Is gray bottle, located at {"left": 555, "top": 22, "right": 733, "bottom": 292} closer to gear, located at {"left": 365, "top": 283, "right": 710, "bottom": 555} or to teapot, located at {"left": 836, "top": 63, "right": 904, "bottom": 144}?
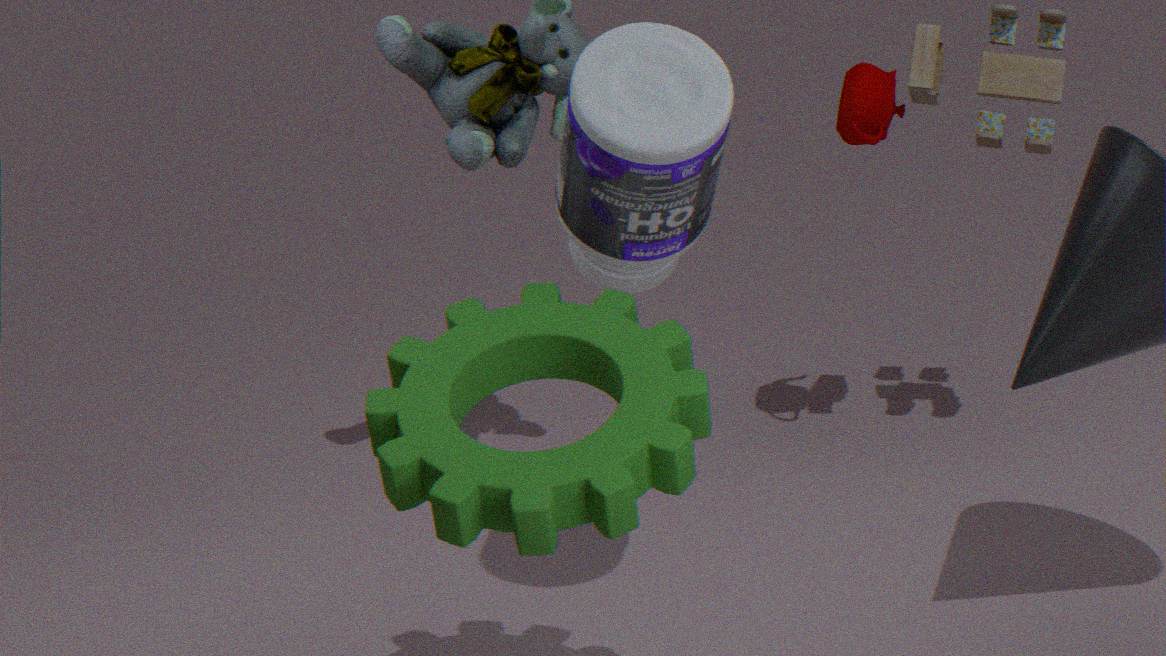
gear, located at {"left": 365, "top": 283, "right": 710, "bottom": 555}
